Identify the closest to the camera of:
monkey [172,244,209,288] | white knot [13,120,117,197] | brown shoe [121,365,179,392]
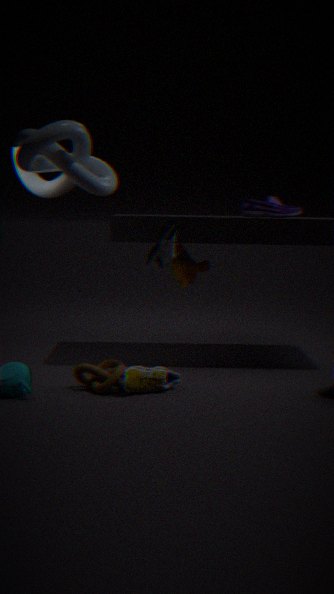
white knot [13,120,117,197]
